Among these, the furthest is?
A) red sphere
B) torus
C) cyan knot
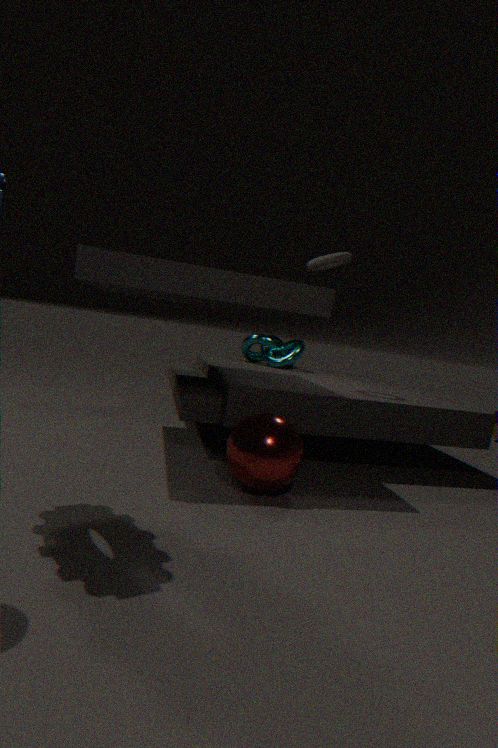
cyan knot
